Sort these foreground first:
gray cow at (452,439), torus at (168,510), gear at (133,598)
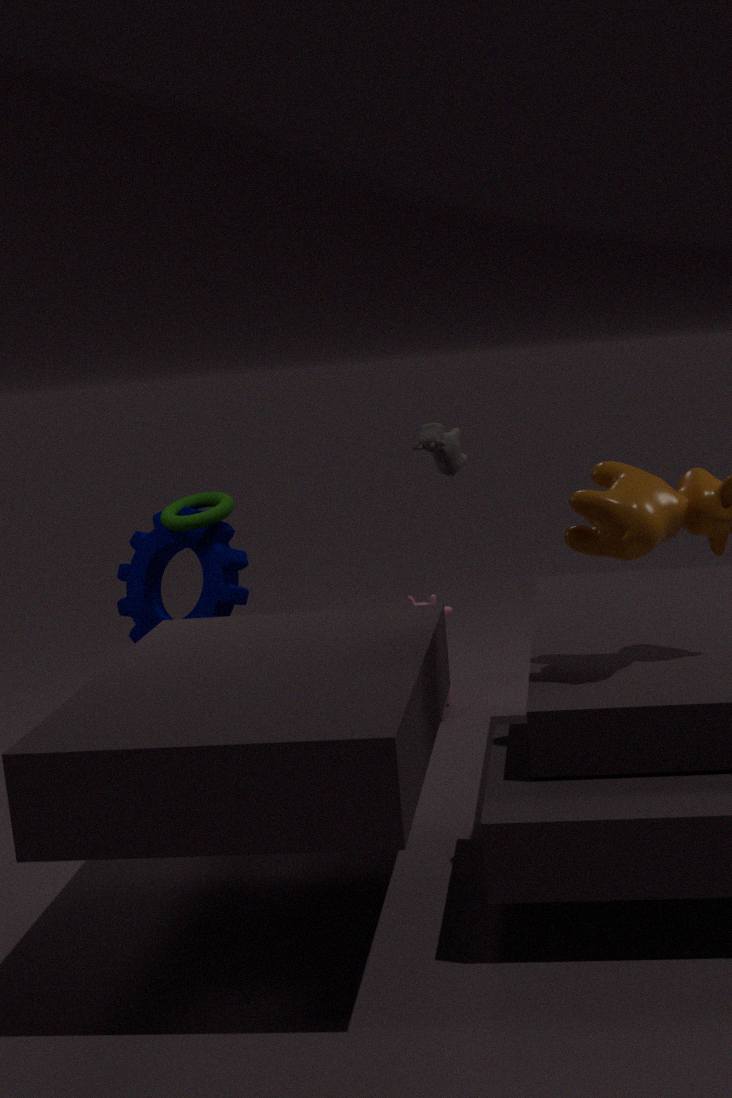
gray cow at (452,439)
torus at (168,510)
gear at (133,598)
